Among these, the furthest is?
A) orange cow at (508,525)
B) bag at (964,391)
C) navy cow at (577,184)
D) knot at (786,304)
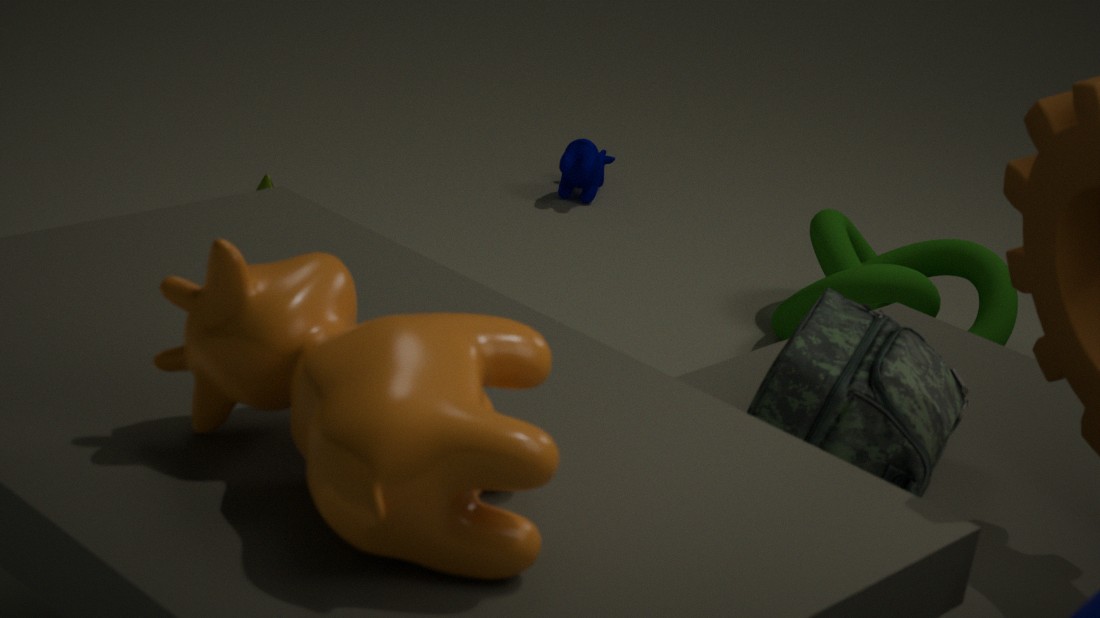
navy cow at (577,184)
